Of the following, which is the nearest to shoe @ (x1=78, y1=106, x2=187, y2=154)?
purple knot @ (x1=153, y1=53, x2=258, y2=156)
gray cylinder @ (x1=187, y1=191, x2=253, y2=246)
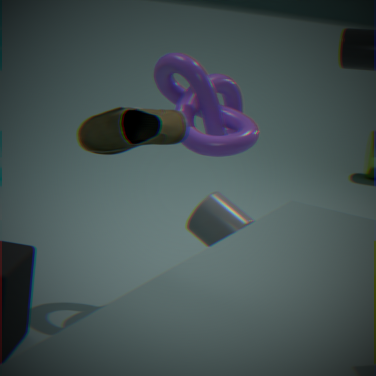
gray cylinder @ (x1=187, y1=191, x2=253, y2=246)
